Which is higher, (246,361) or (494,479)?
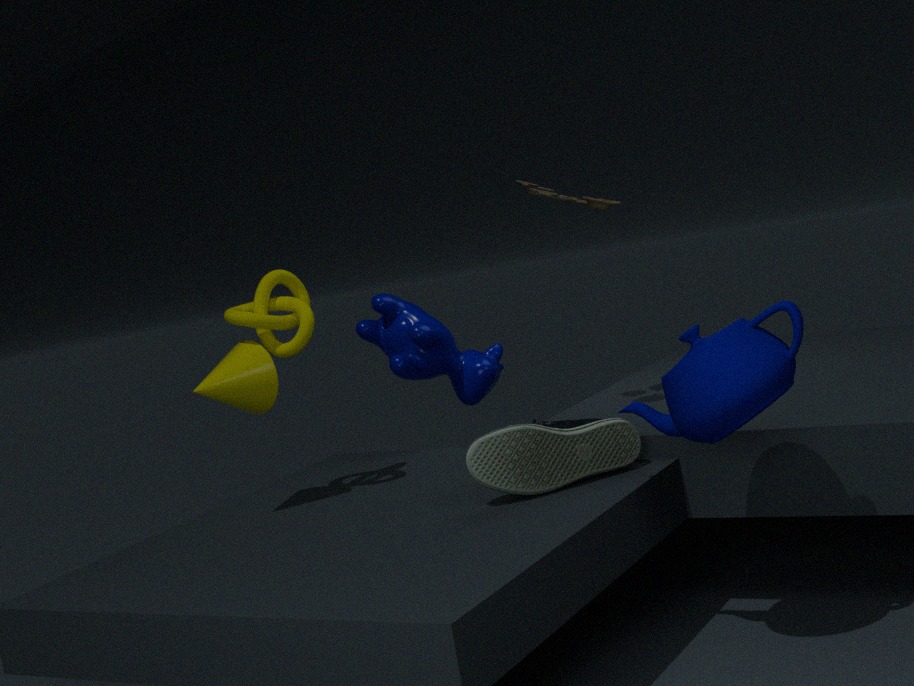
(246,361)
